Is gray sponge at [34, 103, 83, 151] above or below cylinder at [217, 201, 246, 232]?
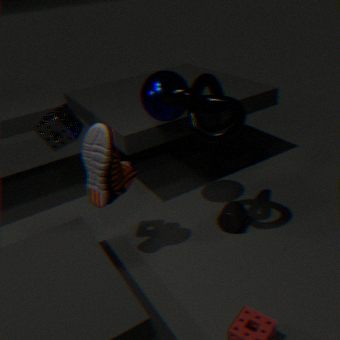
above
